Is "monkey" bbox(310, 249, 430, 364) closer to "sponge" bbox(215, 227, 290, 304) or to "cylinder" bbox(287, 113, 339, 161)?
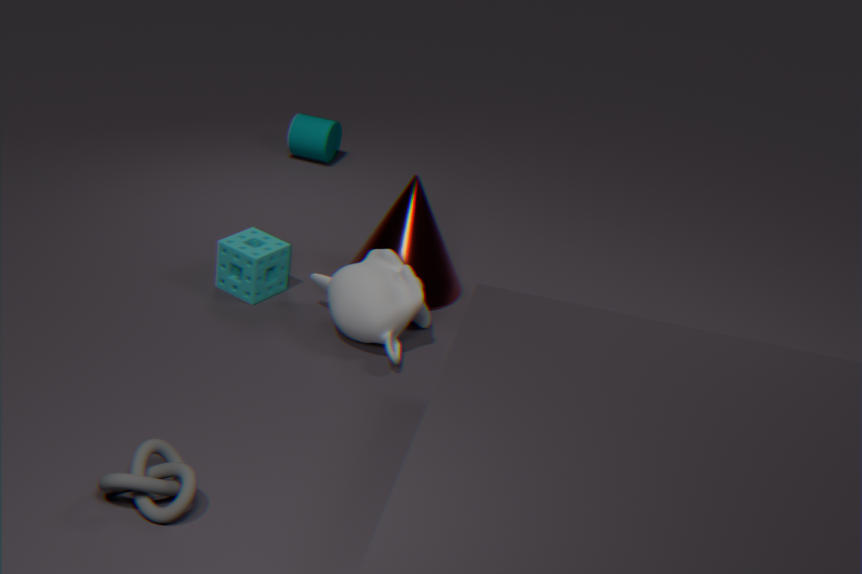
"sponge" bbox(215, 227, 290, 304)
